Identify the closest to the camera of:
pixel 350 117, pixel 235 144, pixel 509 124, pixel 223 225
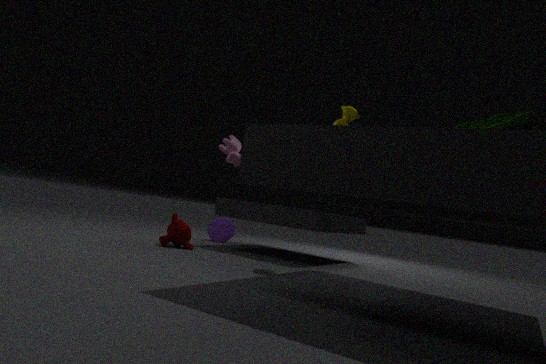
pixel 509 124
